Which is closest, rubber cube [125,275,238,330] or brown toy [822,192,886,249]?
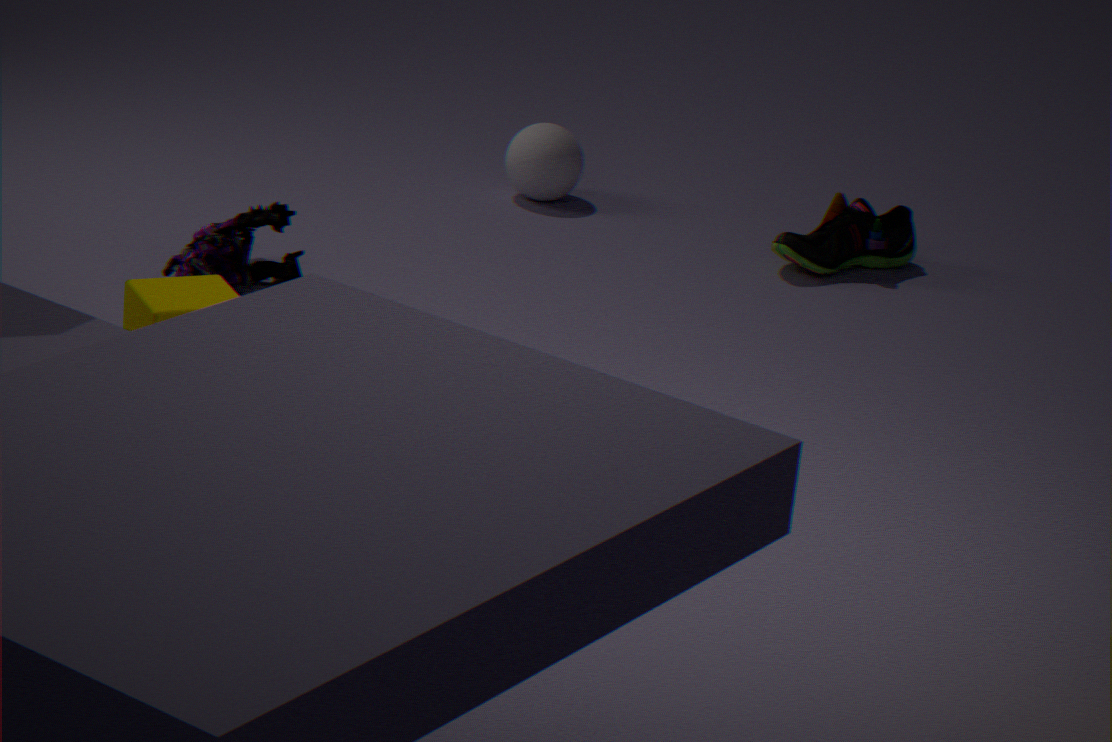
rubber cube [125,275,238,330]
